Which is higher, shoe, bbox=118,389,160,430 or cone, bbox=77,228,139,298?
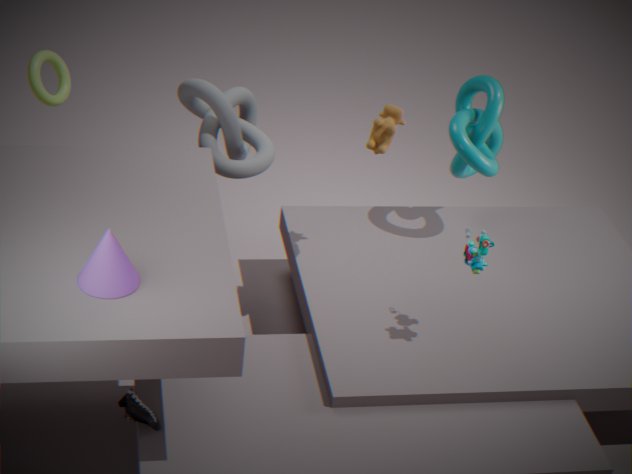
cone, bbox=77,228,139,298
